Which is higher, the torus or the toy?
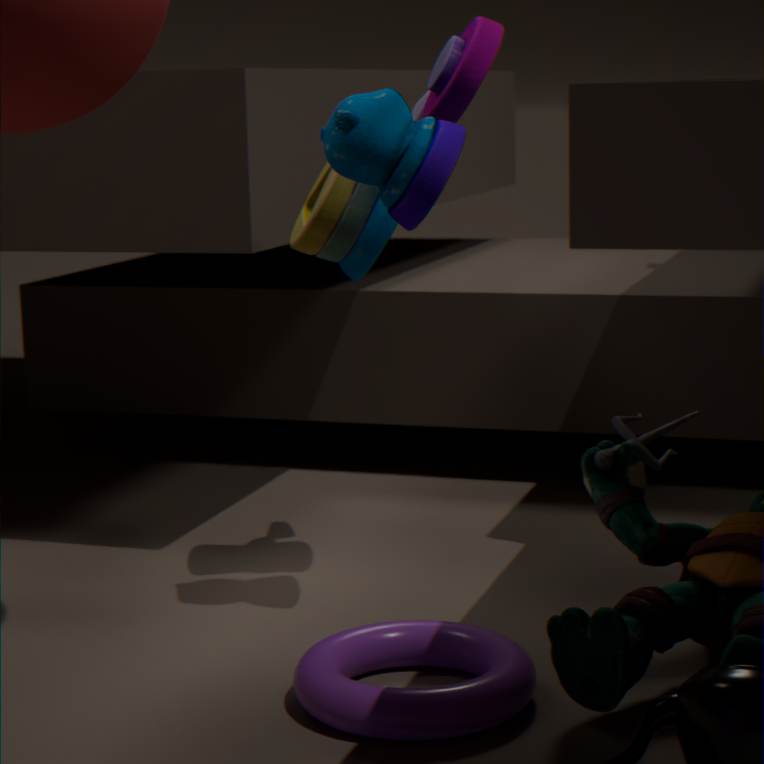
the toy
